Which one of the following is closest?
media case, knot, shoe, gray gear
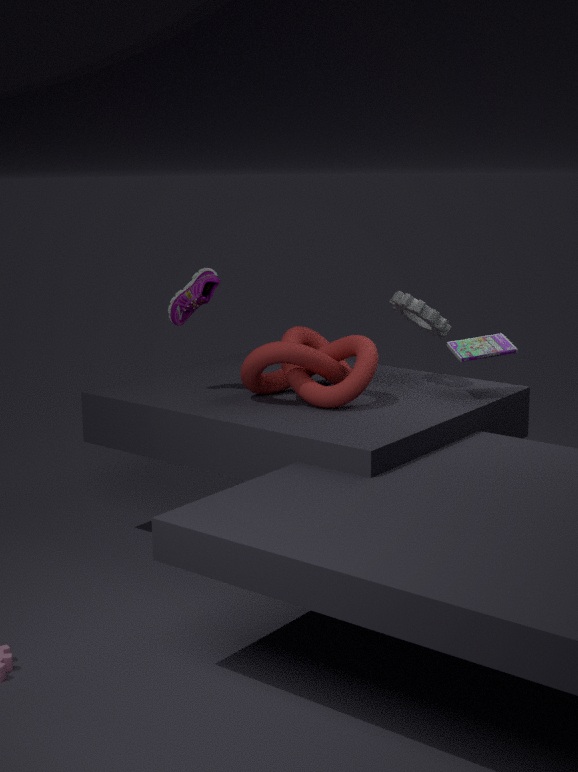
knot
